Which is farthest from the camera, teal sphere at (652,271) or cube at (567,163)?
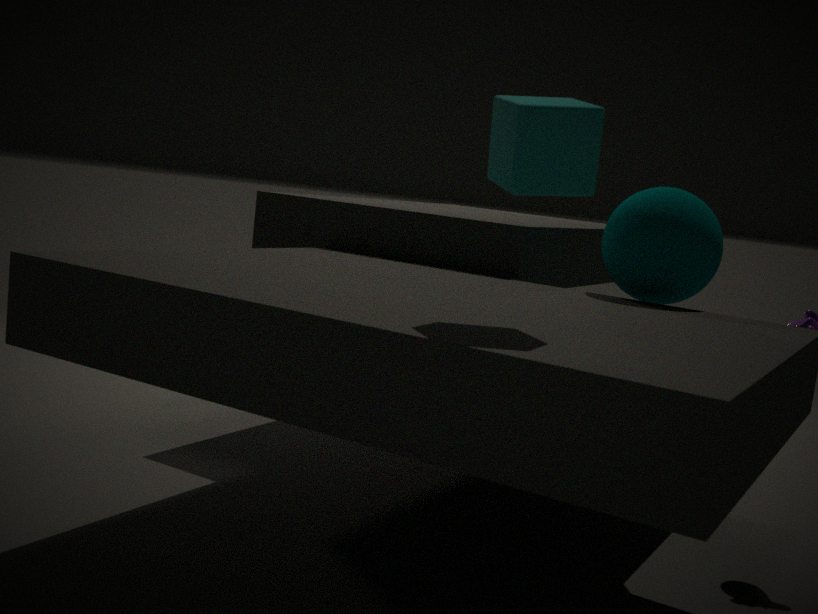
teal sphere at (652,271)
